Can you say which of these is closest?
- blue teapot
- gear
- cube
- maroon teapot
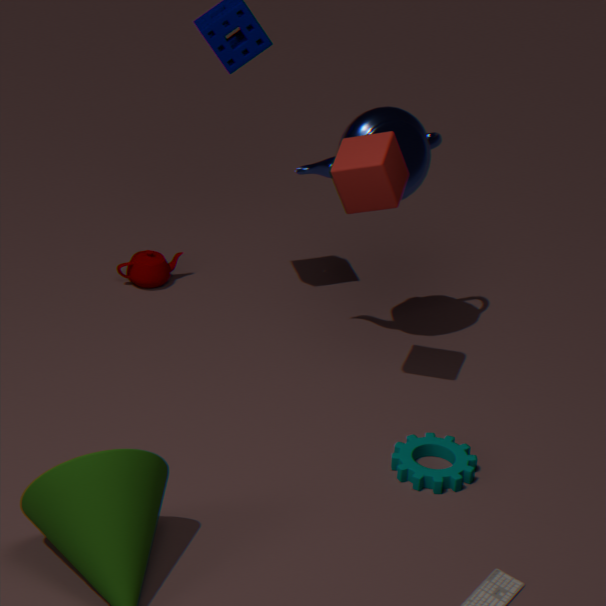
cube
